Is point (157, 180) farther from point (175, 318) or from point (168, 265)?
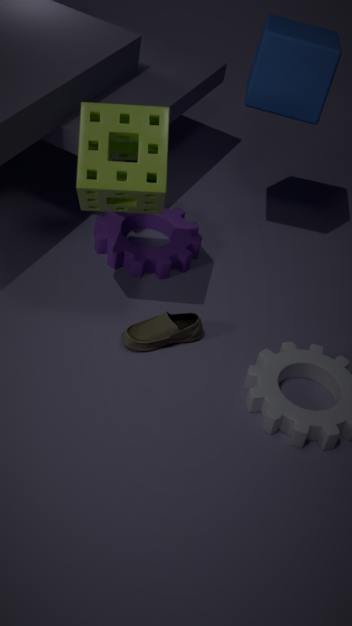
point (168, 265)
